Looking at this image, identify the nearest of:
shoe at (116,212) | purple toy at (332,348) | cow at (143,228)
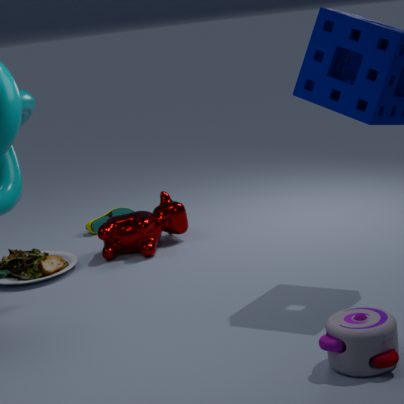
purple toy at (332,348)
